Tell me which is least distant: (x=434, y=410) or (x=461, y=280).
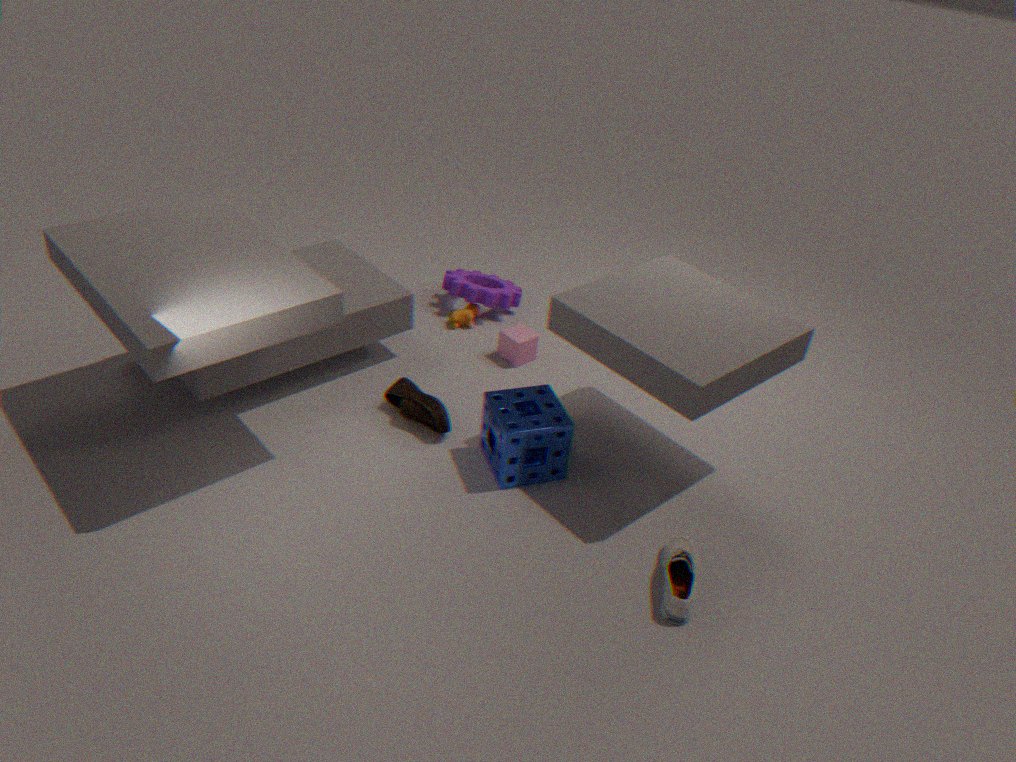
(x=434, y=410)
